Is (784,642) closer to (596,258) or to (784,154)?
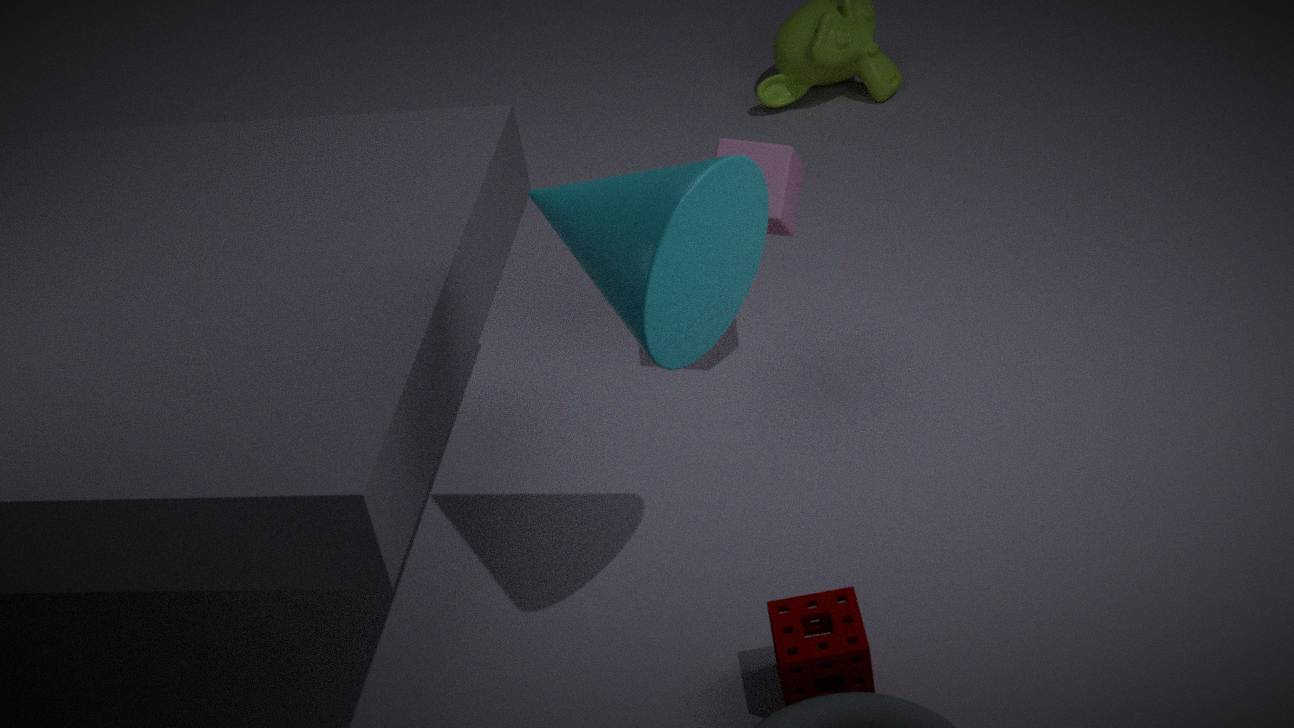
(596,258)
